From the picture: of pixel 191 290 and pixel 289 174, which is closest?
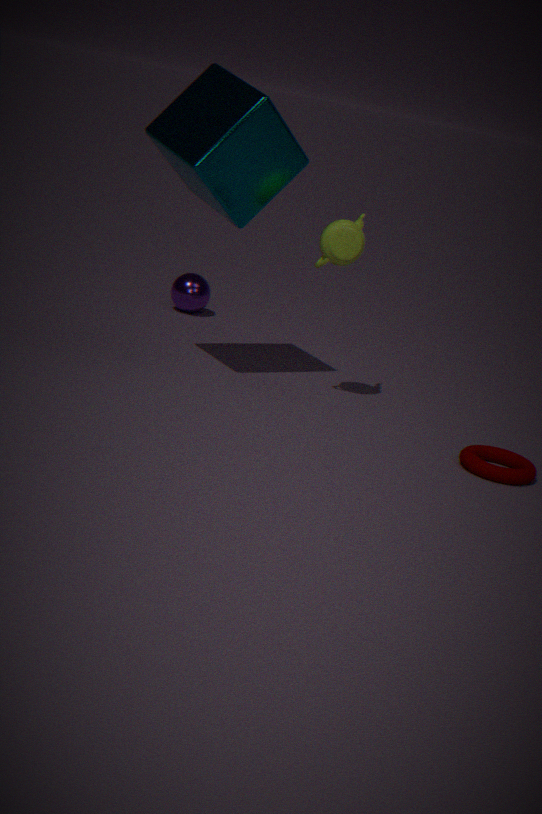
pixel 289 174
